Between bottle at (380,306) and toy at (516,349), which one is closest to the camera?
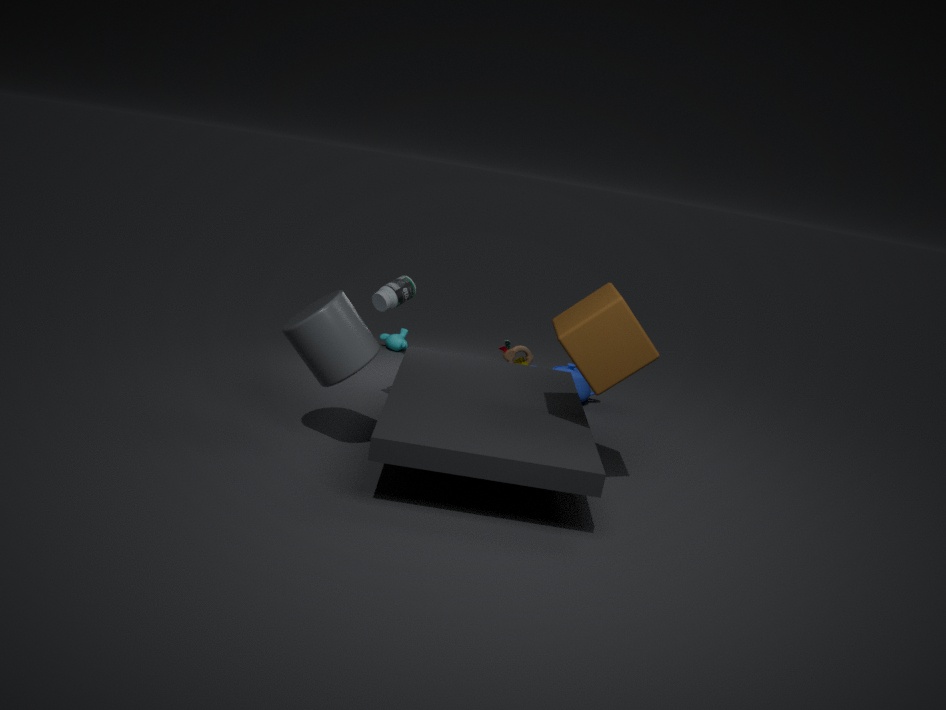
bottle at (380,306)
